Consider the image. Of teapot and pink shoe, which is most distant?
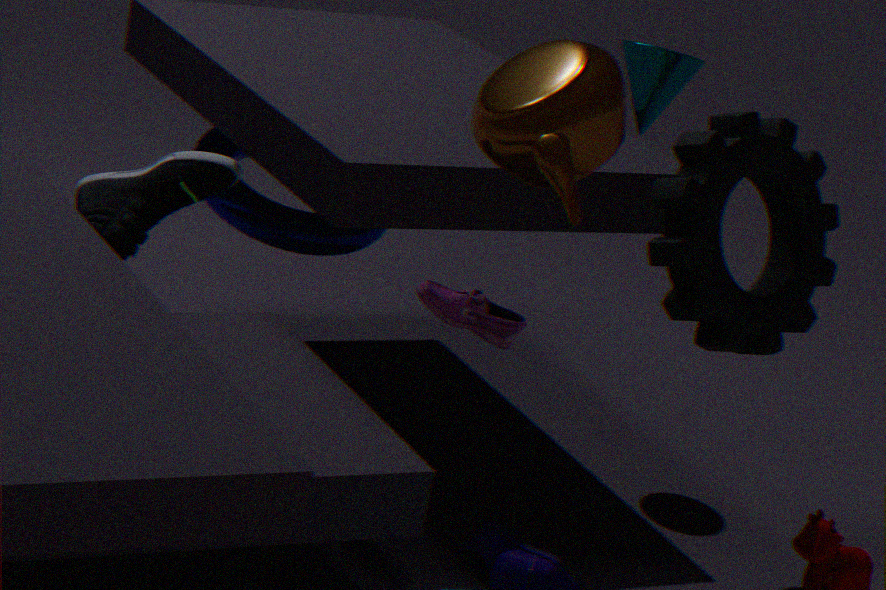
teapot
